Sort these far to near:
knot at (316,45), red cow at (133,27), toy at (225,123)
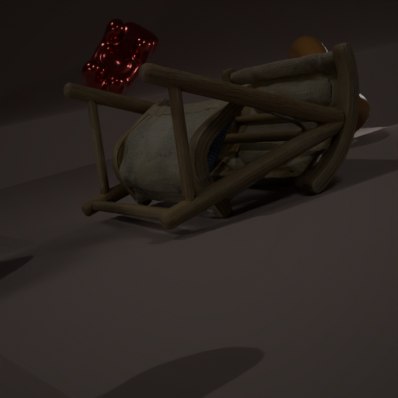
red cow at (133,27) < knot at (316,45) < toy at (225,123)
